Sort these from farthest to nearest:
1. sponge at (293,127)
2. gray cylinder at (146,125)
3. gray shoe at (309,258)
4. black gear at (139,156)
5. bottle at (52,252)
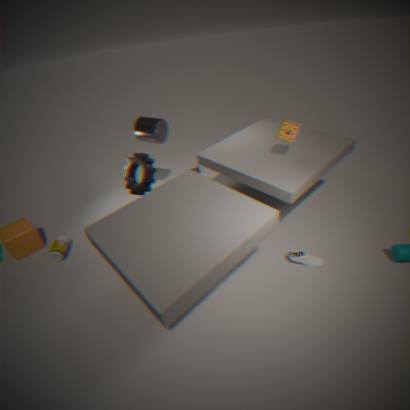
1. gray cylinder at (146,125)
2. bottle at (52,252)
3. black gear at (139,156)
4. sponge at (293,127)
5. gray shoe at (309,258)
